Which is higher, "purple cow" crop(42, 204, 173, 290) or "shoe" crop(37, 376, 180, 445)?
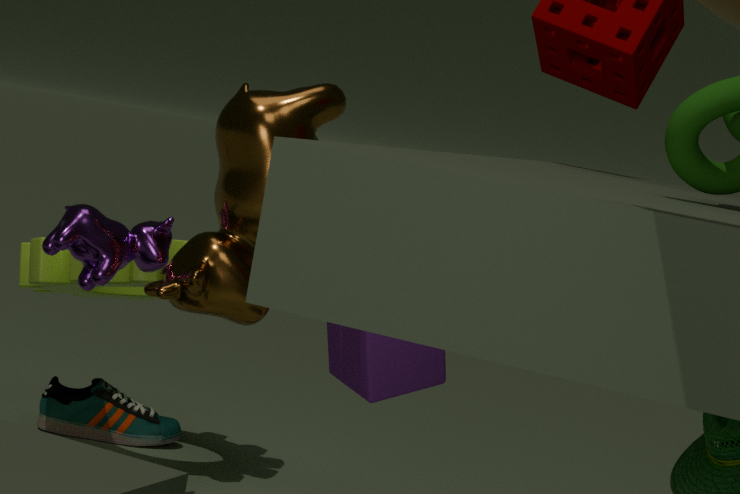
"purple cow" crop(42, 204, 173, 290)
